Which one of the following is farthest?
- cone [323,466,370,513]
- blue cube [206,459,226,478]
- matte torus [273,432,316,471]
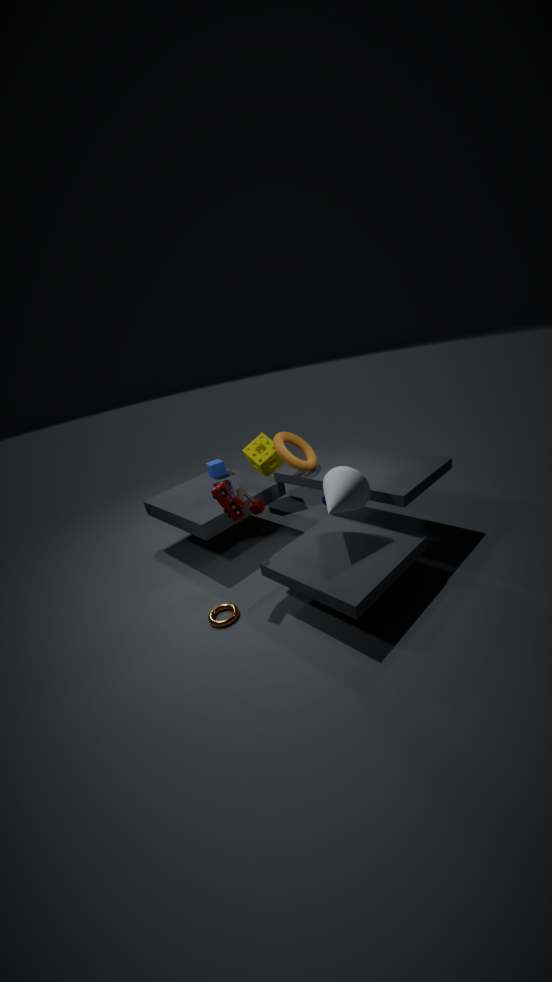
blue cube [206,459,226,478]
